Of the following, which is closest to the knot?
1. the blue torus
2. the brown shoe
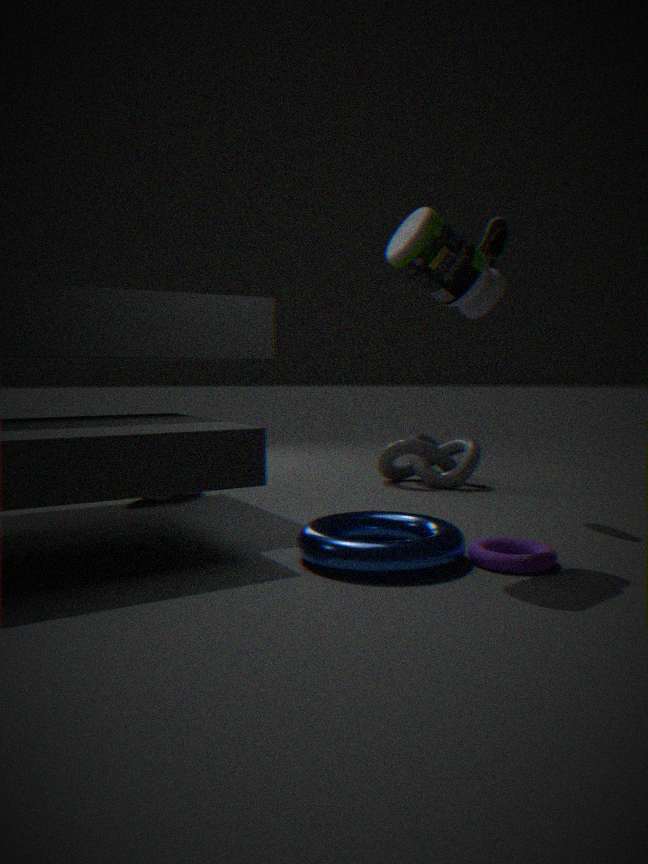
the brown shoe
